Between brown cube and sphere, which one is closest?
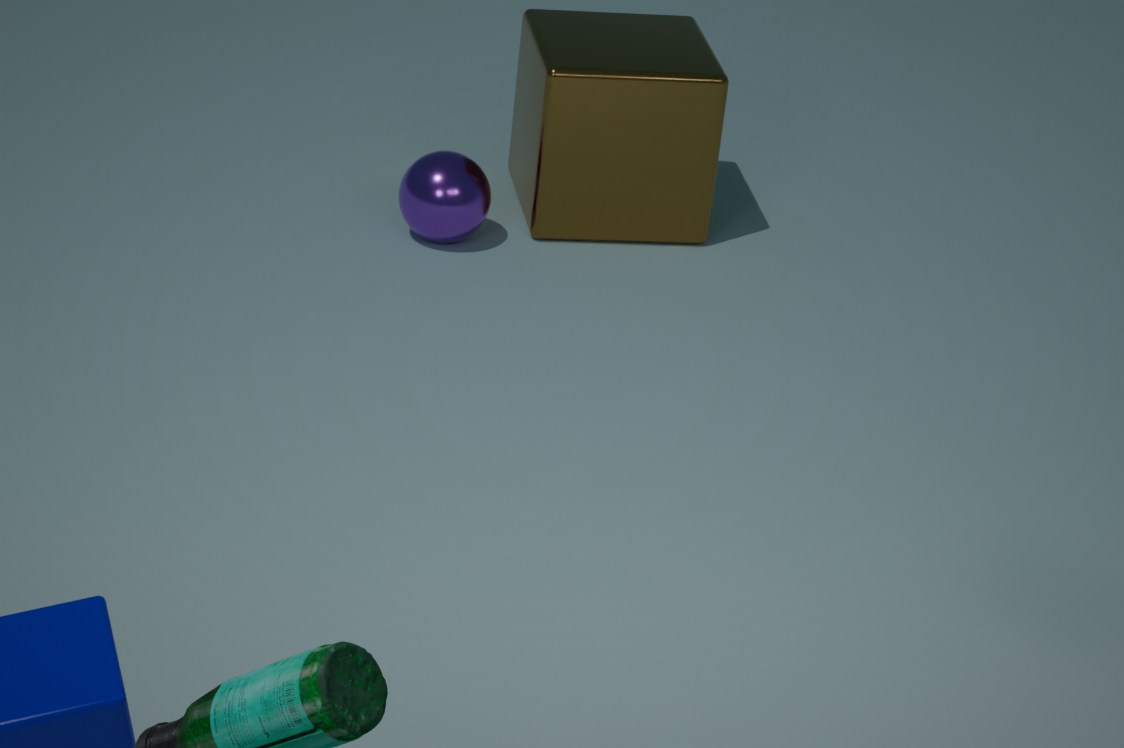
sphere
